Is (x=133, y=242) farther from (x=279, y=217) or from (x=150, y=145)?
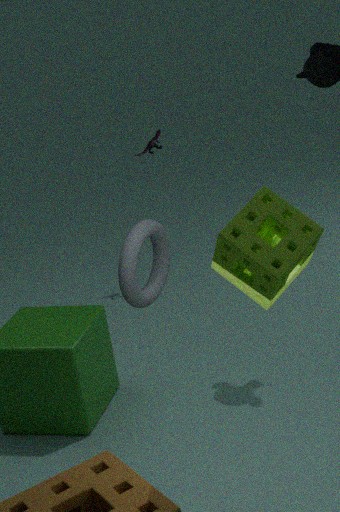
(x=150, y=145)
